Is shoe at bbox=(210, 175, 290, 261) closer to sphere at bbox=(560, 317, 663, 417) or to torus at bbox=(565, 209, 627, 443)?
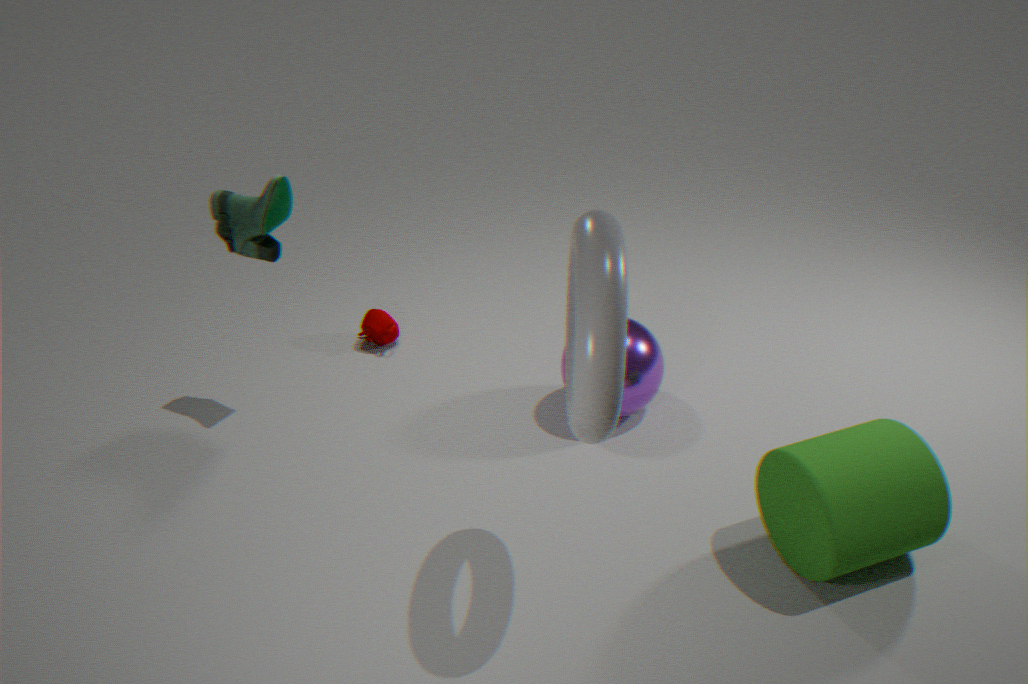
sphere at bbox=(560, 317, 663, 417)
